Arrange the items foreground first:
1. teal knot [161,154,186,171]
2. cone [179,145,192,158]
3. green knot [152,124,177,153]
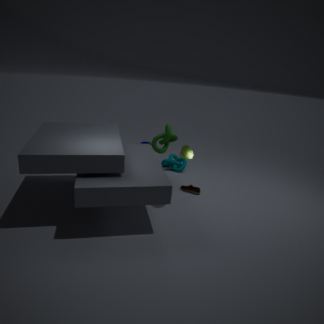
cone [179,145,192,158]
green knot [152,124,177,153]
teal knot [161,154,186,171]
